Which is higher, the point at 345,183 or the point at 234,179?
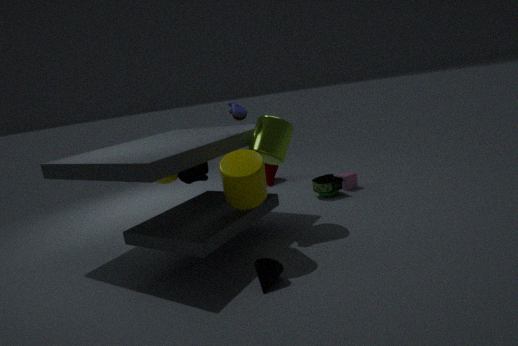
the point at 234,179
